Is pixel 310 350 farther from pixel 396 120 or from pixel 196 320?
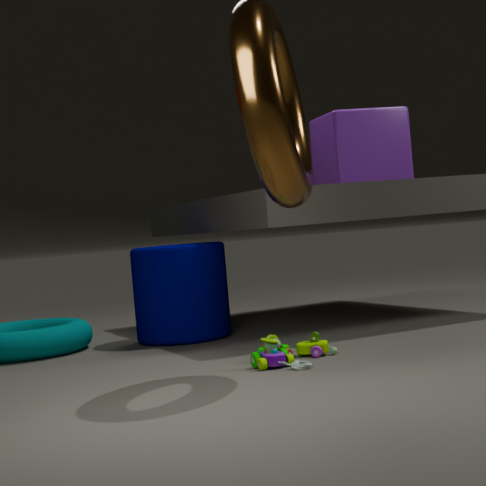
pixel 396 120
